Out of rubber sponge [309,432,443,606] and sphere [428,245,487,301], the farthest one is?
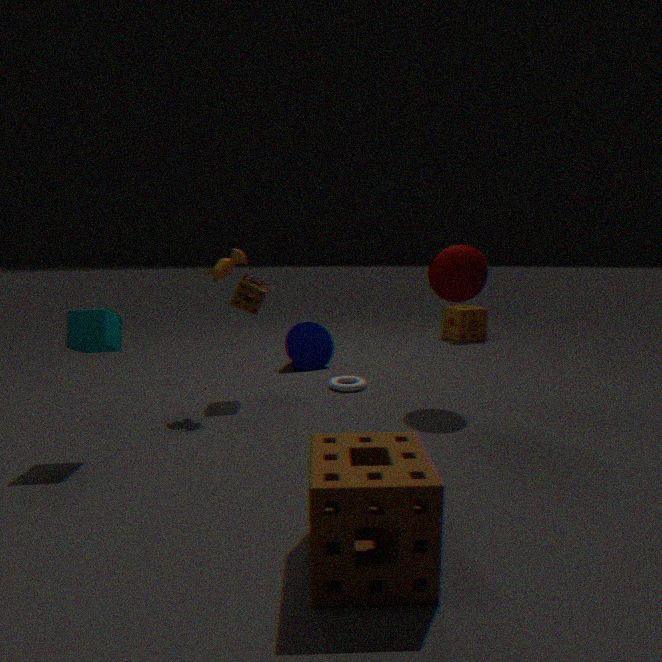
sphere [428,245,487,301]
